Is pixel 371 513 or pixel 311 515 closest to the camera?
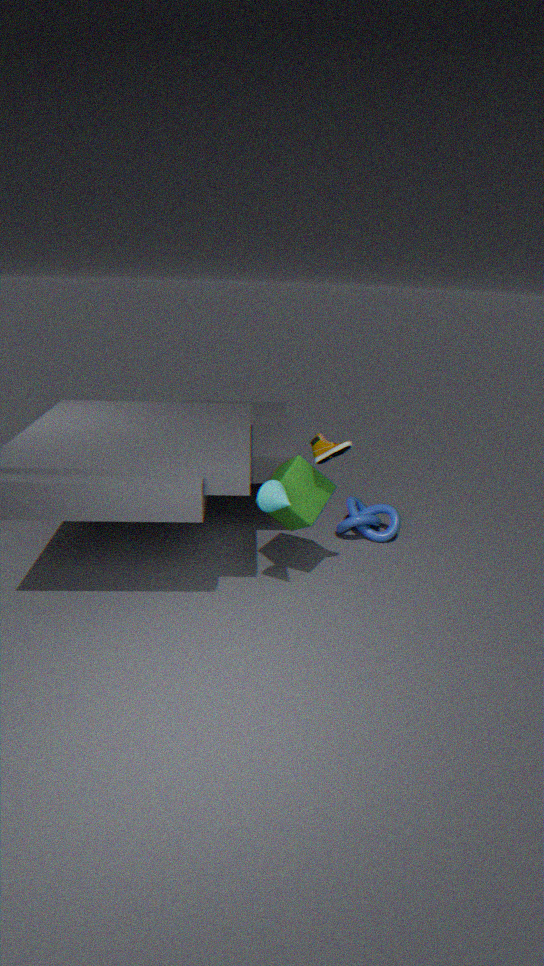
pixel 311 515
